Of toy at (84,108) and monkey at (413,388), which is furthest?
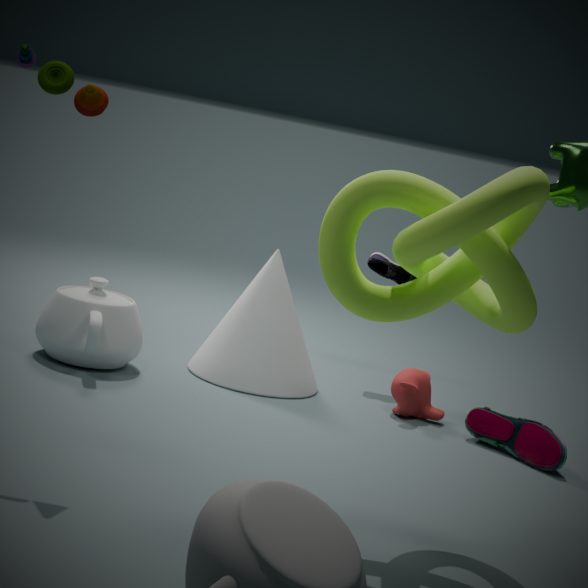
monkey at (413,388)
